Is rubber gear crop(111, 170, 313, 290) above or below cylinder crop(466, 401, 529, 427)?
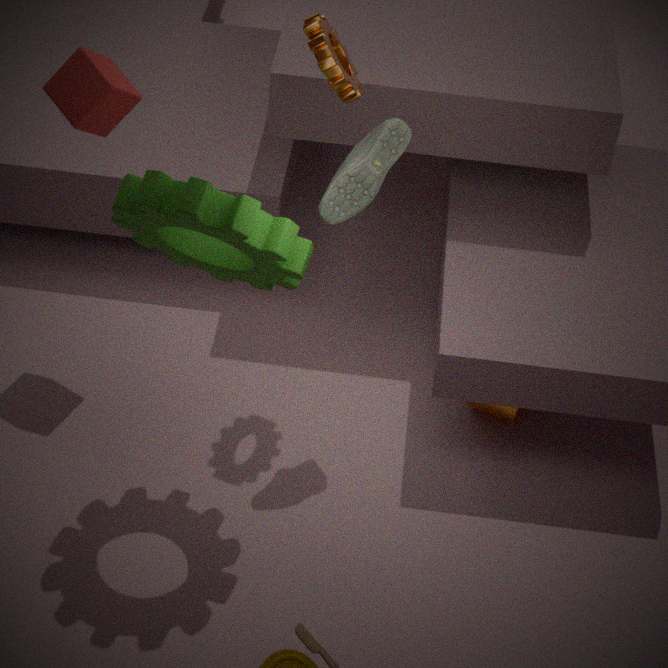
above
